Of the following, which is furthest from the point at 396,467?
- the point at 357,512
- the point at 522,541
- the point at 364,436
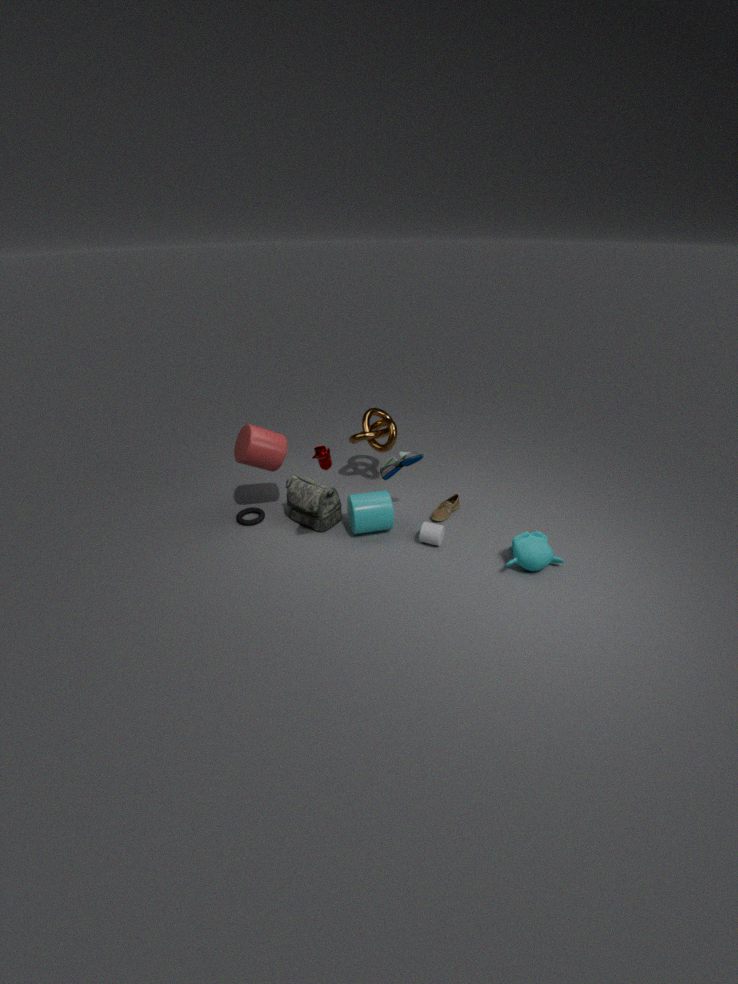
the point at 522,541
